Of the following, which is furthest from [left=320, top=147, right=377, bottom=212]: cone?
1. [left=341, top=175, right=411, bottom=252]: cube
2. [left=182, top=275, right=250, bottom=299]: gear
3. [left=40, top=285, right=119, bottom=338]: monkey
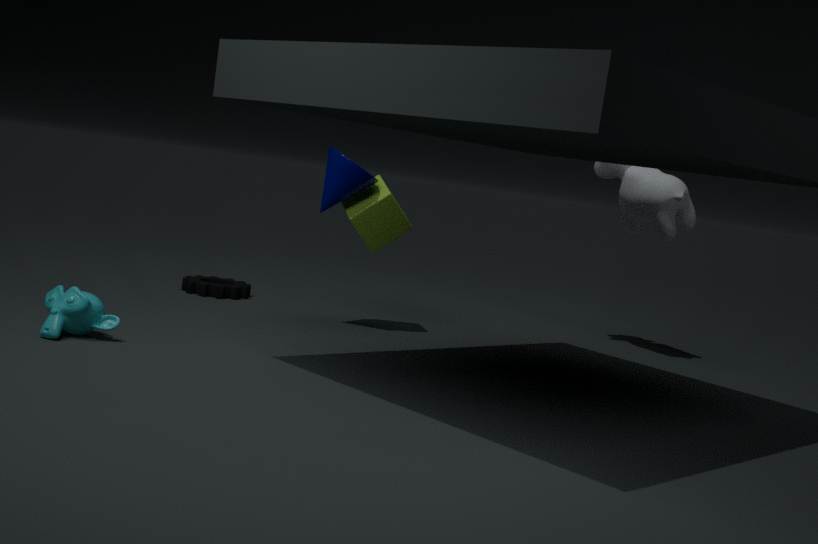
[left=40, top=285, right=119, bottom=338]: monkey
